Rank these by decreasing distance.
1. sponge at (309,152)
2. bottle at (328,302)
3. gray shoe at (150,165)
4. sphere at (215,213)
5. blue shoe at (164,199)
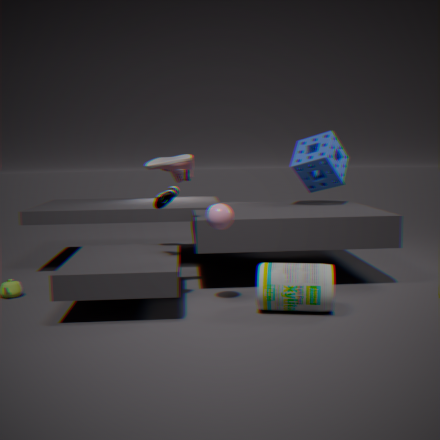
1. sponge at (309,152)
2. gray shoe at (150,165)
3. blue shoe at (164,199)
4. sphere at (215,213)
5. bottle at (328,302)
